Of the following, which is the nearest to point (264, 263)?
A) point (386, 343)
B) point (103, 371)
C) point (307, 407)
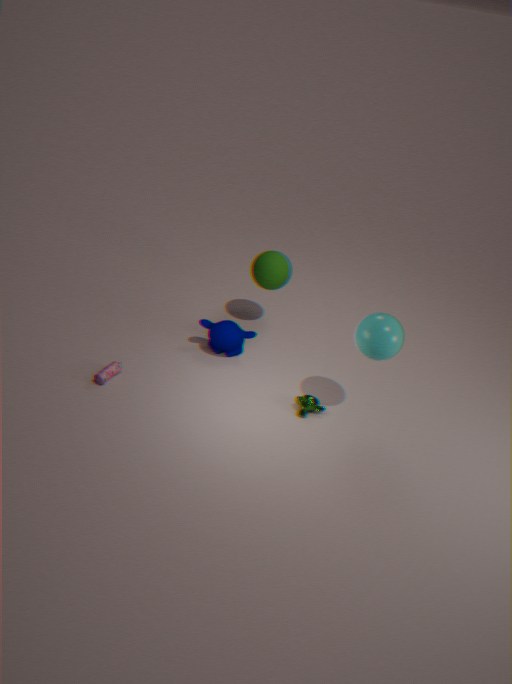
point (307, 407)
